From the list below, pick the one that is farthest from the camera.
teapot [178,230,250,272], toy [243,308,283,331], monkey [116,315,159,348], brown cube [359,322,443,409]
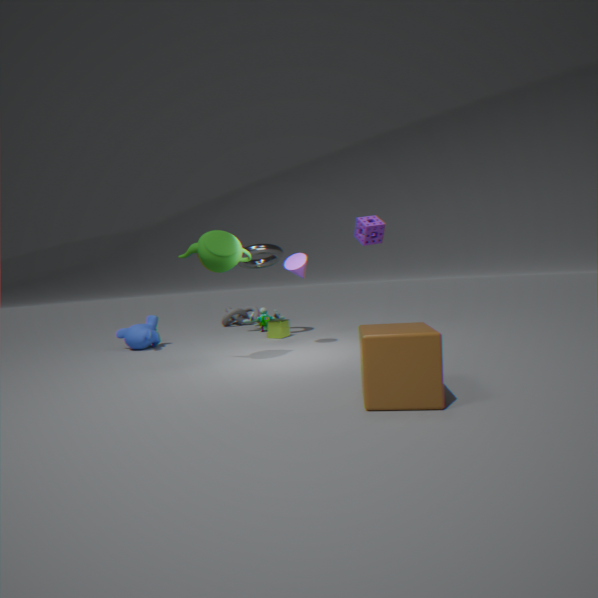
toy [243,308,283,331]
